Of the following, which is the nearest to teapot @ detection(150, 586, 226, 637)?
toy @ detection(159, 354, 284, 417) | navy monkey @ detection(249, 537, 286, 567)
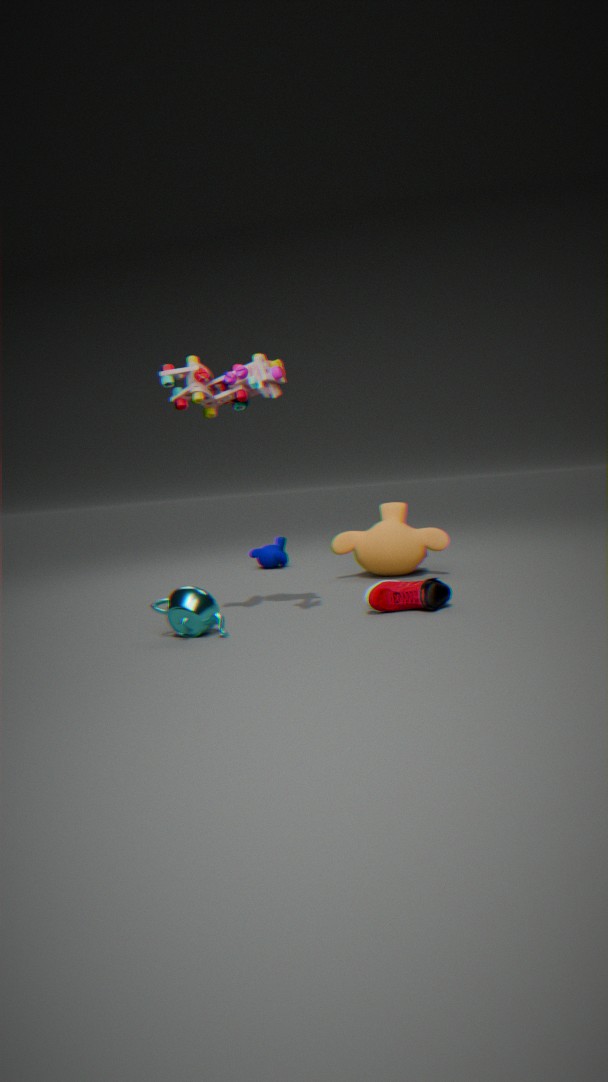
toy @ detection(159, 354, 284, 417)
